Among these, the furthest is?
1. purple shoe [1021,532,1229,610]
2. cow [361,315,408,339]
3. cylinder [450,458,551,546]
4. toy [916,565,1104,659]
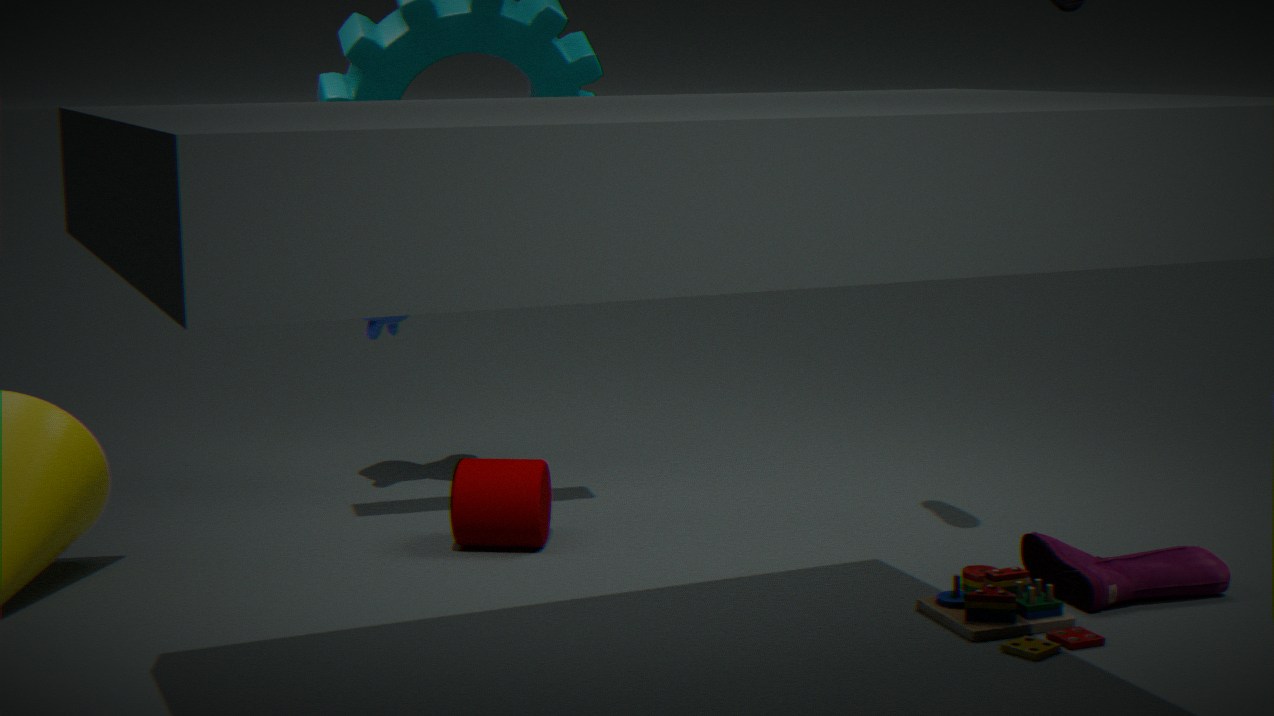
cow [361,315,408,339]
